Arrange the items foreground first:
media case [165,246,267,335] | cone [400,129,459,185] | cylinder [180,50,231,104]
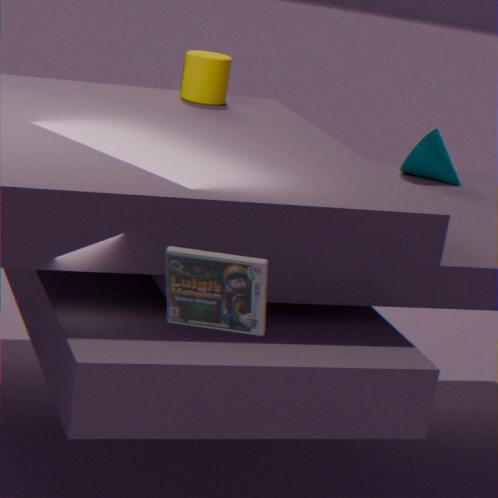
media case [165,246,267,335] → cylinder [180,50,231,104] → cone [400,129,459,185]
